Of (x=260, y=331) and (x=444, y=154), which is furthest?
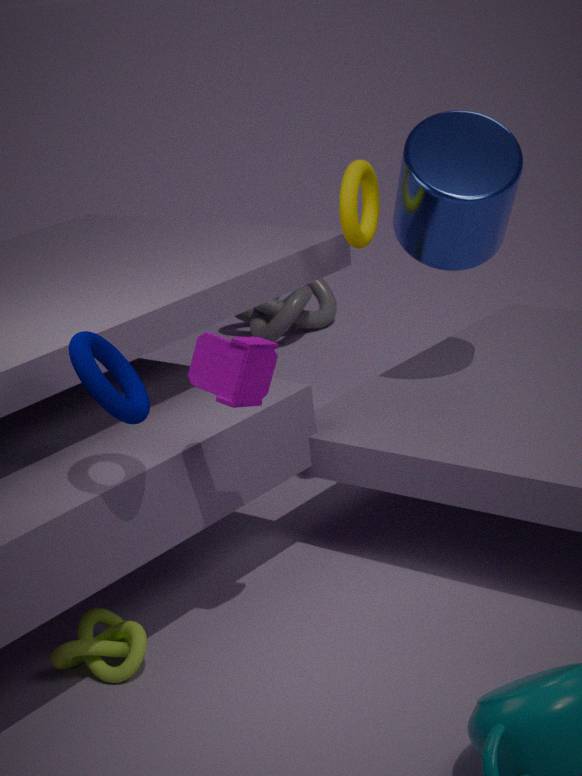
(x=260, y=331)
